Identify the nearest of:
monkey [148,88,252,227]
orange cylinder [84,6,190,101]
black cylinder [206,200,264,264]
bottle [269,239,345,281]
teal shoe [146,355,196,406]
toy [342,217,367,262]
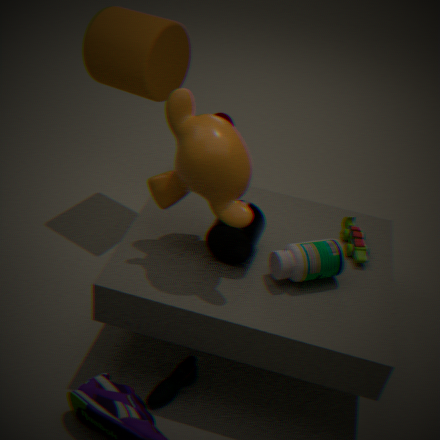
monkey [148,88,252,227]
